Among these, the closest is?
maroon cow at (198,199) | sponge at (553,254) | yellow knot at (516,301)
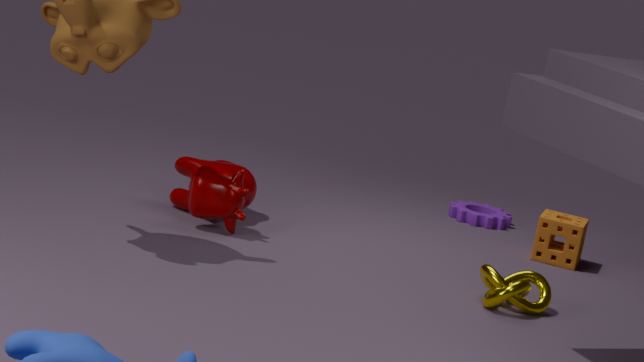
yellow knot at (516,301)
